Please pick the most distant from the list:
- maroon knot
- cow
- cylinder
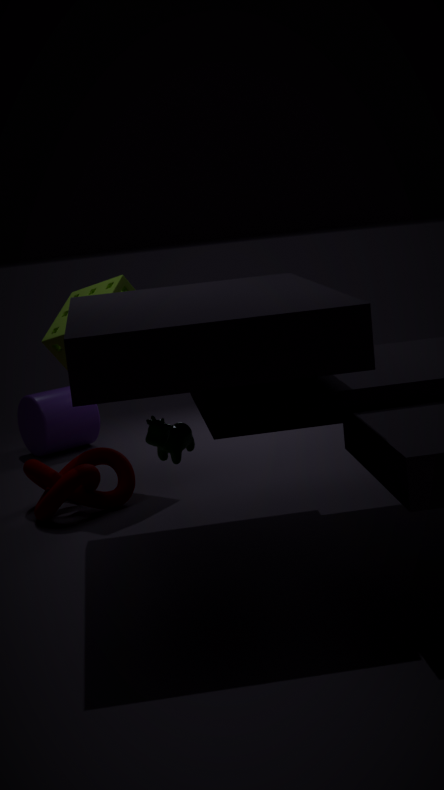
cylinder
